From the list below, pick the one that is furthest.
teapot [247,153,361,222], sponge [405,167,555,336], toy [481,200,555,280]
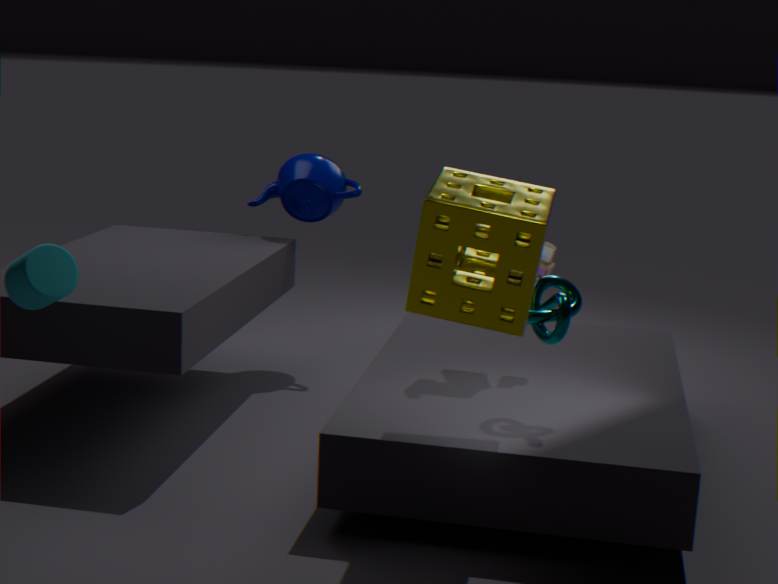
teapot [247,153,361,222]
